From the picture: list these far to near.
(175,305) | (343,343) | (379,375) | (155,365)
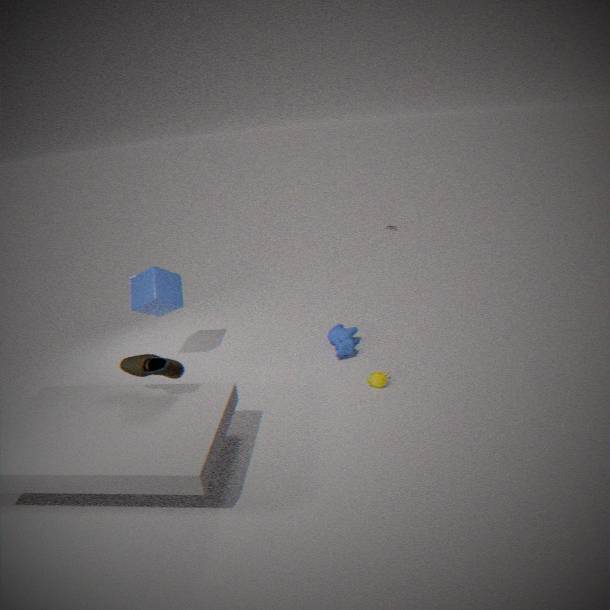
(343,343) < (175,305) < (379,375) < (155,365)
